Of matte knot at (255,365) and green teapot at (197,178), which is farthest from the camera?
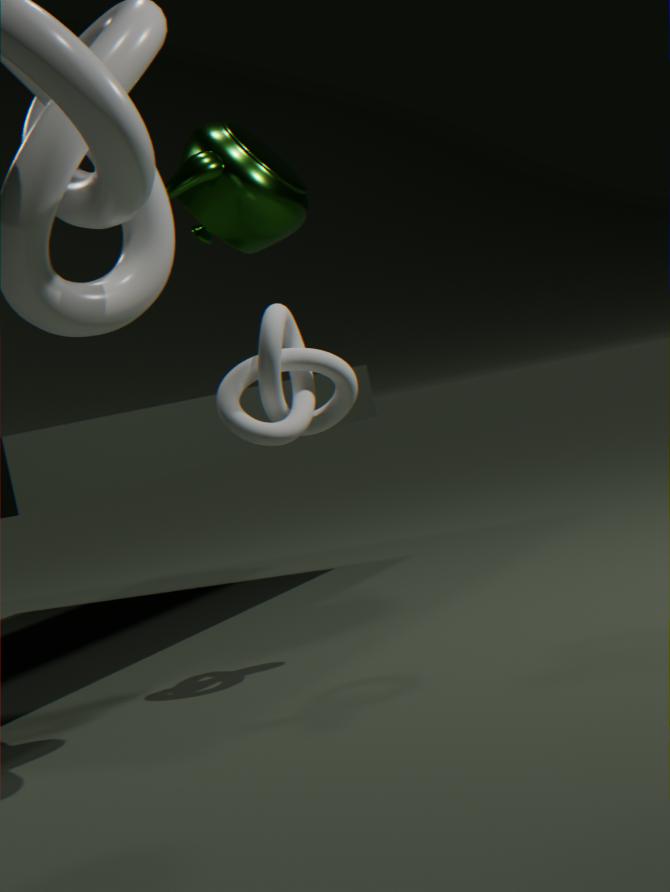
green teapot at (197,178)
